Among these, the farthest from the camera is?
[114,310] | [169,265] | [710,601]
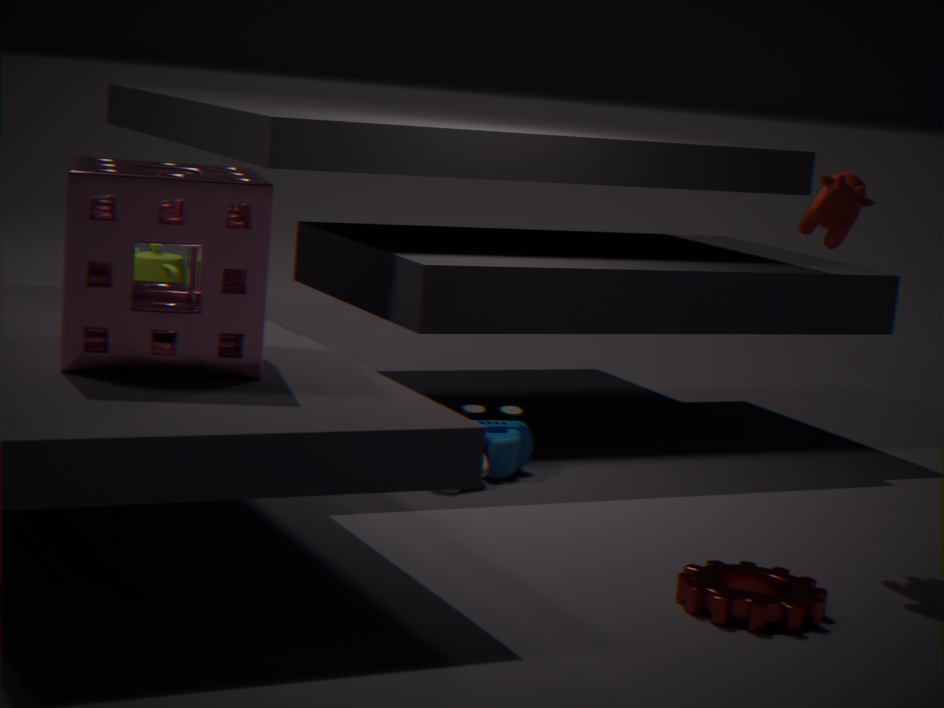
[169,265]
